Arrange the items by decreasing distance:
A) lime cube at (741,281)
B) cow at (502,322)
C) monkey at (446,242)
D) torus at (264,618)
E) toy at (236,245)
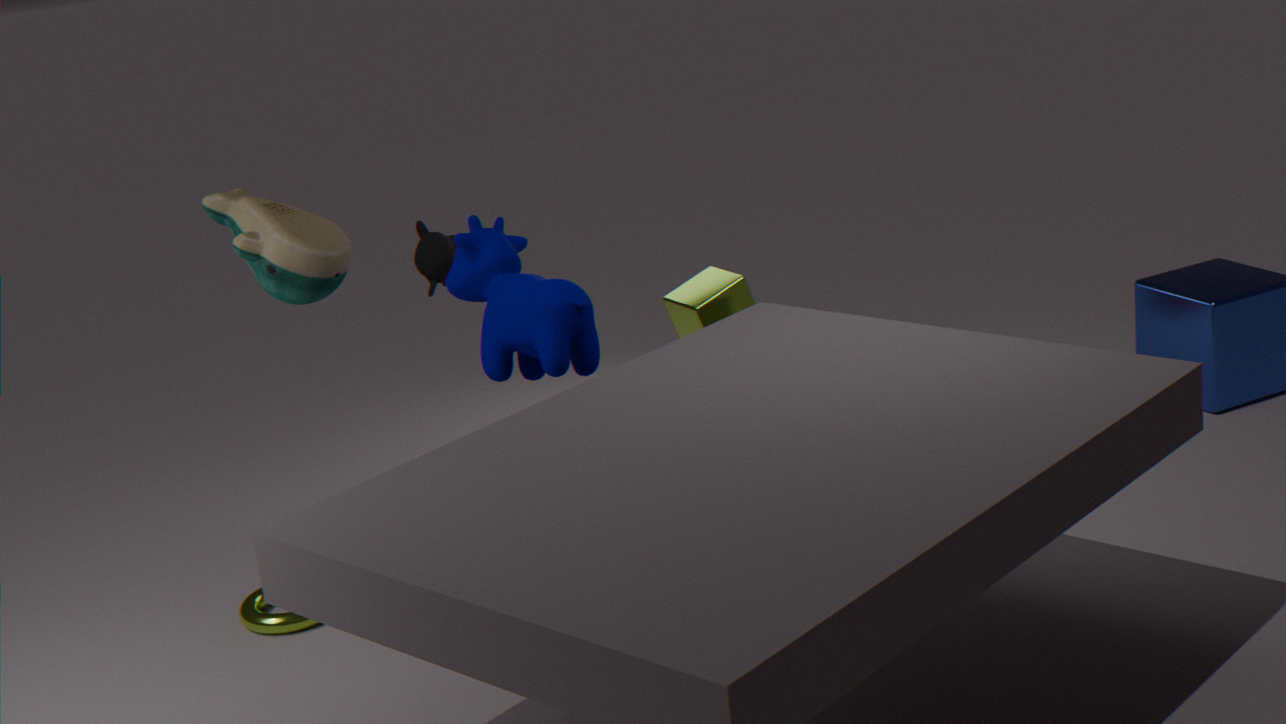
monkey at (446,242) < lime cube at (741,281) < torus at (264,618) < toy at (236,245) < cow at (502,322)
